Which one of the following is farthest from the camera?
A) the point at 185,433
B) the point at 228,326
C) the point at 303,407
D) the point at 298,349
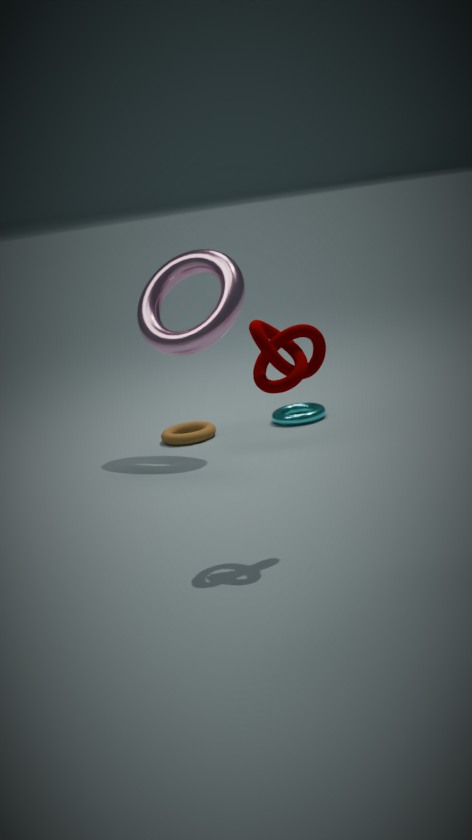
the point at 303,407
